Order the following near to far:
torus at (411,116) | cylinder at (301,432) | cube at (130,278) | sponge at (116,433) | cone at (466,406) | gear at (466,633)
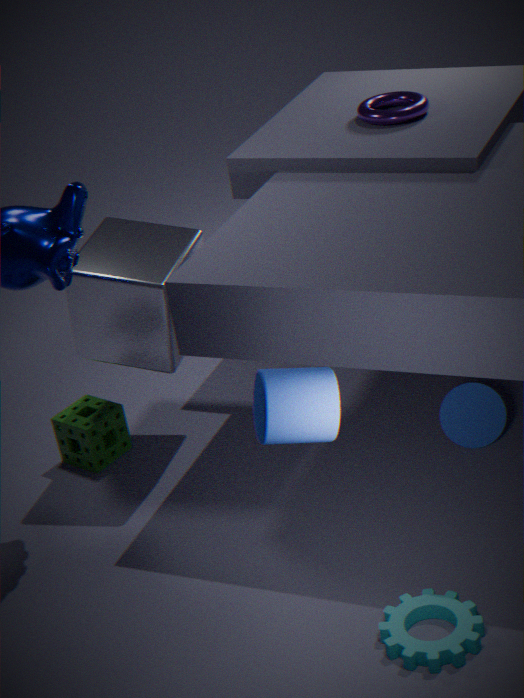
1. cylinder at (301,432)
2. gear at (466,633)
3. cube at (130,278)
4. cone at (466,406)
5. sponge at (116,433)
6. torus at (411,116)
